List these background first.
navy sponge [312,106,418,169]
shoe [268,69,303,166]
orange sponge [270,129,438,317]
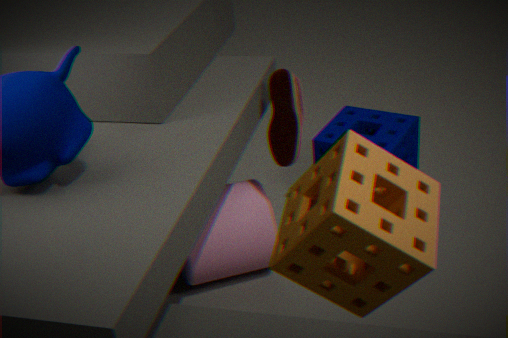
1. navy sponge [312,106,418,169]
2. shoe [268,69,303,166]
3. orange sponge [270,129,438,317]
